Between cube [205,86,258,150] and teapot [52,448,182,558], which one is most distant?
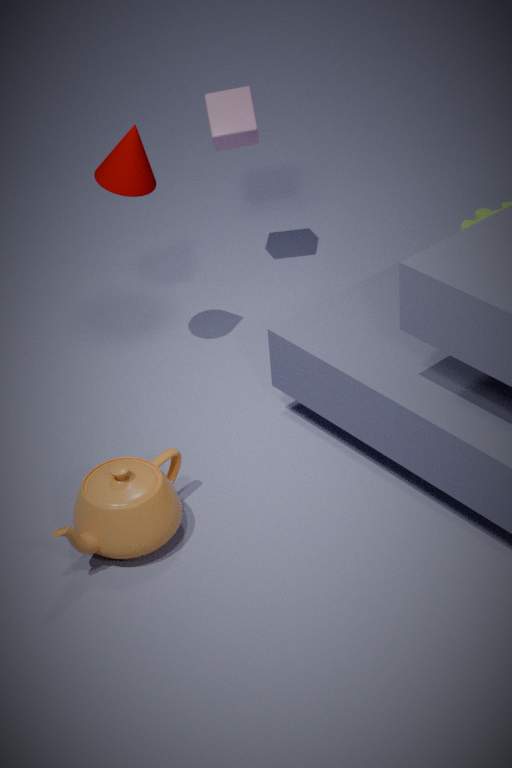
cube [205,86,258,150]
